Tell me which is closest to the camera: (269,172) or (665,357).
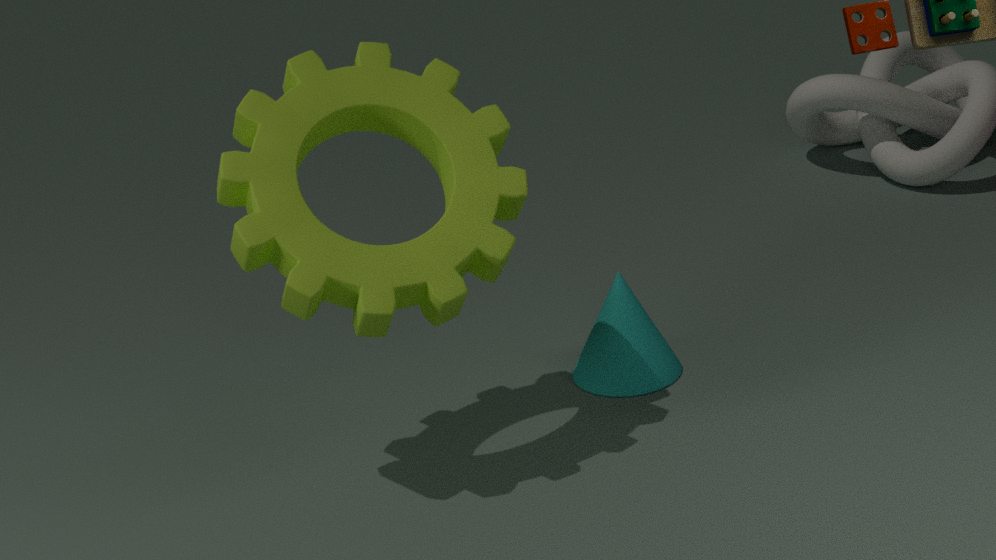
(269,172)
